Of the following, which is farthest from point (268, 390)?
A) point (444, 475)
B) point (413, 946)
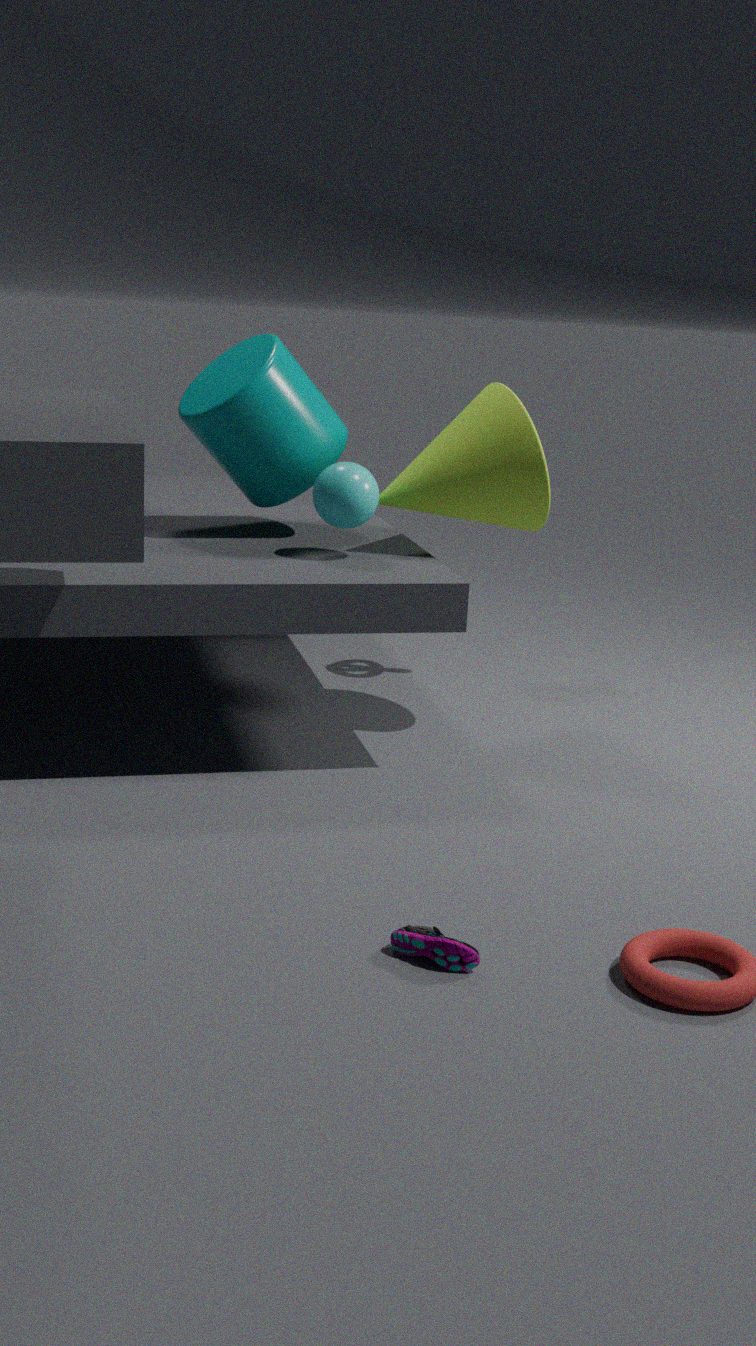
point (413, 946)
